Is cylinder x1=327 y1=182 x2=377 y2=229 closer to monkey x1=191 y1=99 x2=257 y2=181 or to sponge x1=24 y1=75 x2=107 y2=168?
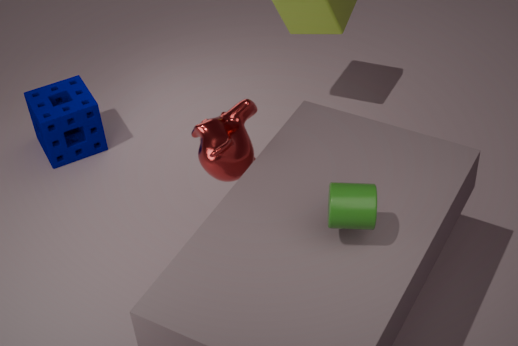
monkey x1=191 y1=99 x2=257 y2=181
